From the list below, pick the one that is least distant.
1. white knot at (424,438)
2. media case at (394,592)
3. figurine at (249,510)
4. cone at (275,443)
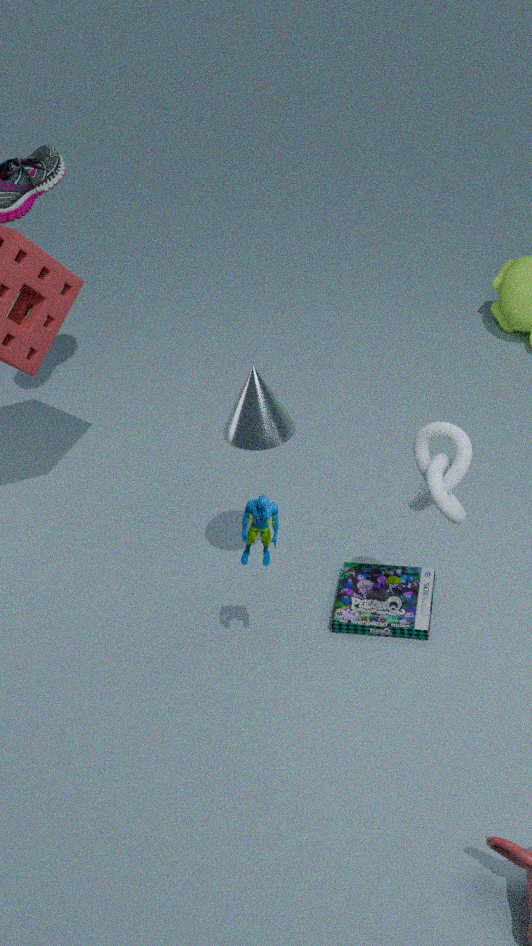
white knot at (424,438)
